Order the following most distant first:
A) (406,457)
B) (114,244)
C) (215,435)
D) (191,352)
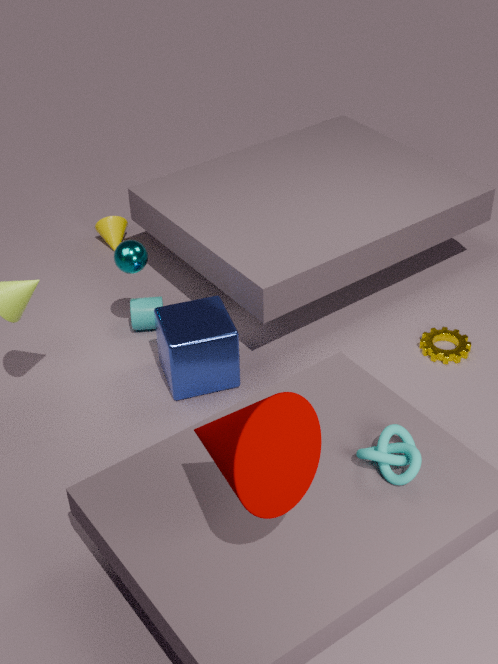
(114,244) → (191,352) → (406,457) → (215,435)
